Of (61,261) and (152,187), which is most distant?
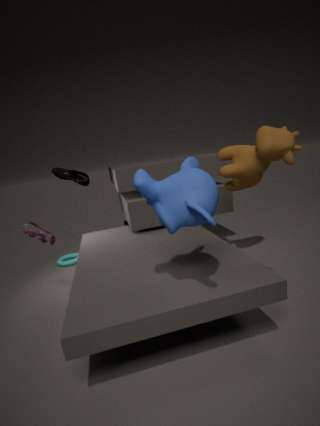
(61,261)
